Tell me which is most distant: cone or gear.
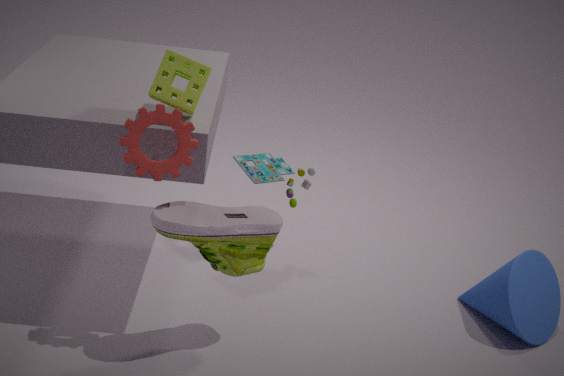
cone
